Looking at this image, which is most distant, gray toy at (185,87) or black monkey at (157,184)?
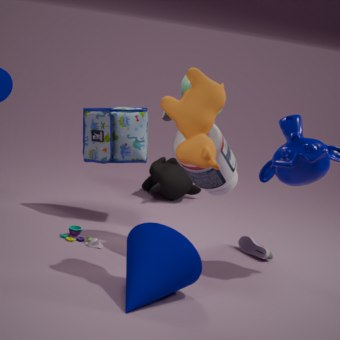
black monkey at (157,184)
